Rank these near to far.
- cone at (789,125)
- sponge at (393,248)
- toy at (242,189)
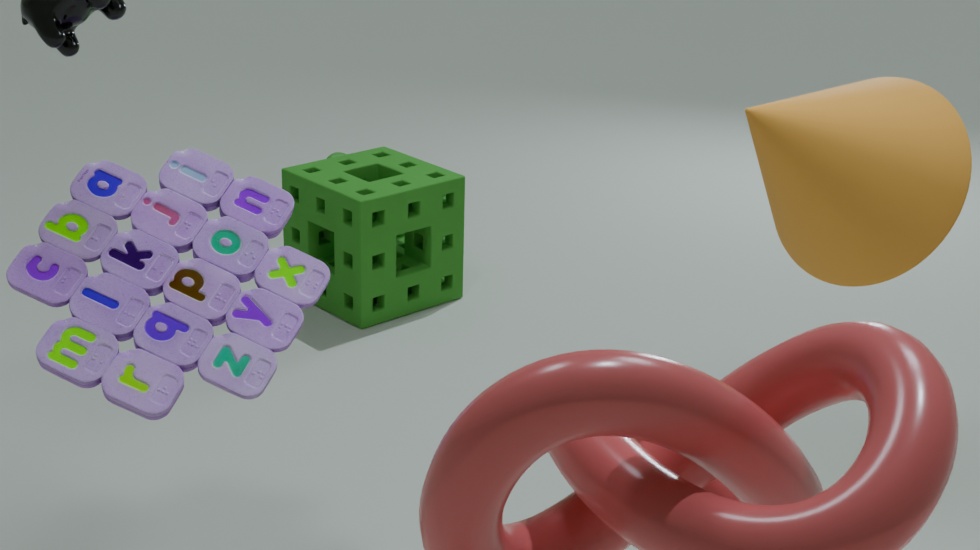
toy at (242,189) → cone at (789,125) → sponge at (393,248)
